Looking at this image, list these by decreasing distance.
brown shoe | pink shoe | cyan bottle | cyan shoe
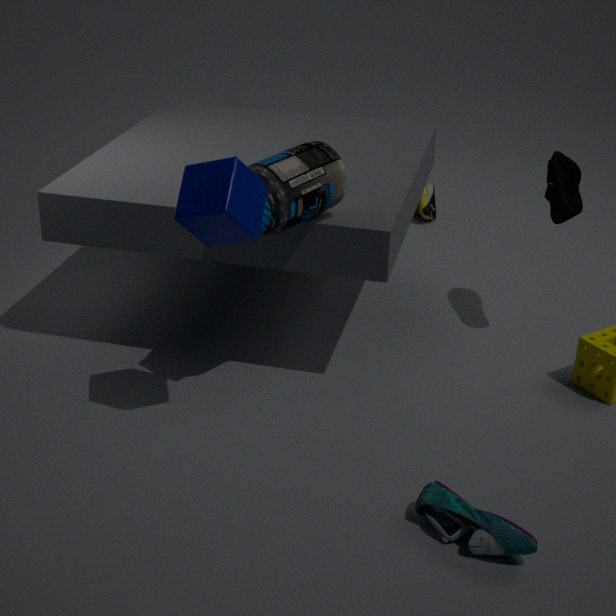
brown shoe
pink shoe
cyan bottle
cyan shoe
